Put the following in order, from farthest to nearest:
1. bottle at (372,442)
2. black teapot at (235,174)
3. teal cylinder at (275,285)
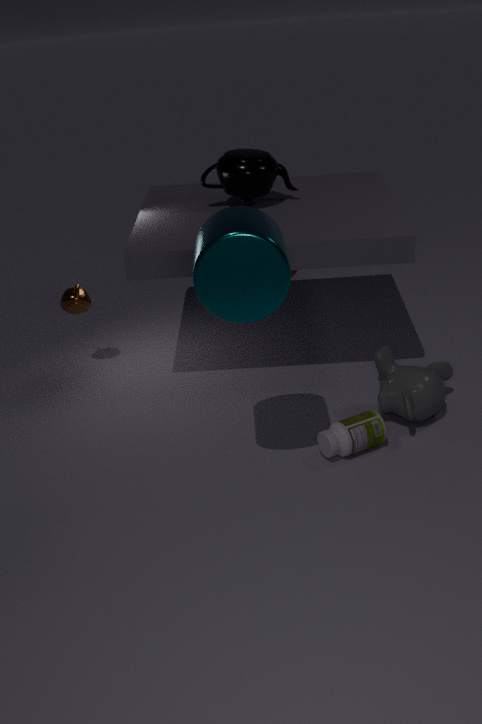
black teapot at (235,174) → bottle at (372,442) → teal cylinder at (275,285)
